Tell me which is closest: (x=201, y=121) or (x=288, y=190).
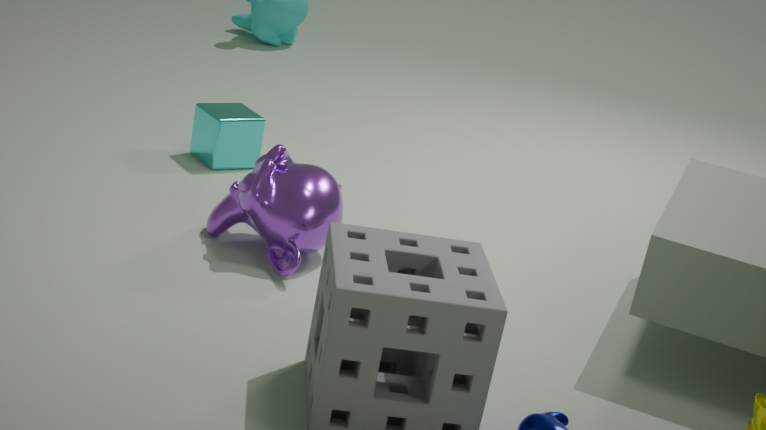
(x=288, y=190)
